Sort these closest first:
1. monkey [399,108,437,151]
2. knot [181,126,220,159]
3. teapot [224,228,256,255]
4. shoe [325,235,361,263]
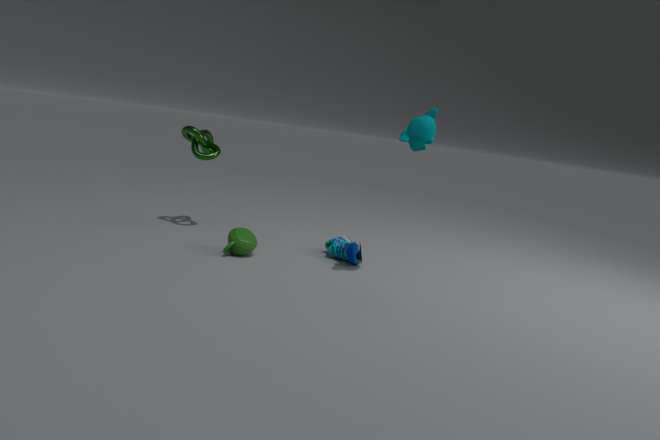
monkey [399,108,437,151] < teapot [224,228,256,255] < shoe [325,235,361,263] < knot [181,126,220,159]
